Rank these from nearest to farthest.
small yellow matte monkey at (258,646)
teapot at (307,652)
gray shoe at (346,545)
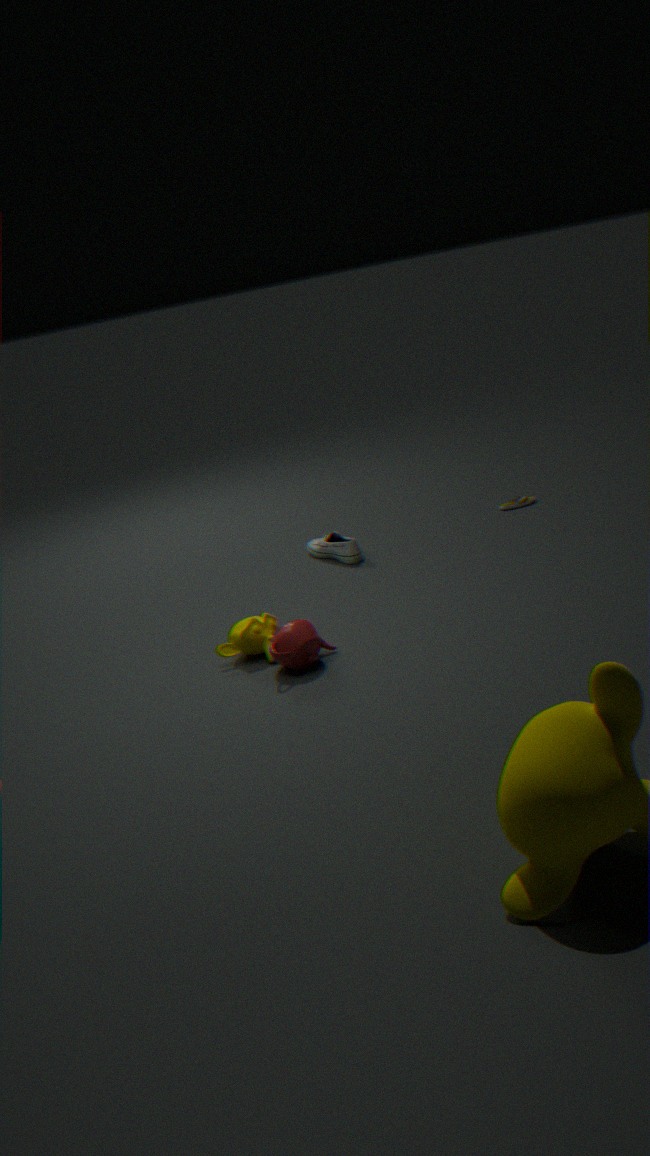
1. teapot at (307,652)
2. small yellow matte monkey at (258,646)
3. gray shoe at (346,545)
